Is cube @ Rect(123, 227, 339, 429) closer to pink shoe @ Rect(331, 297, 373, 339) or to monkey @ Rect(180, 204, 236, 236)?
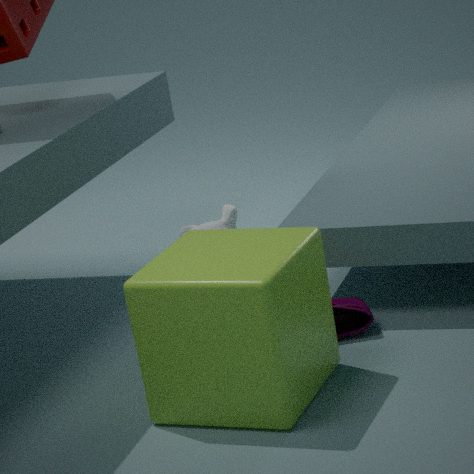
pink shoe @ Rect(331, 297, 373, 339)
